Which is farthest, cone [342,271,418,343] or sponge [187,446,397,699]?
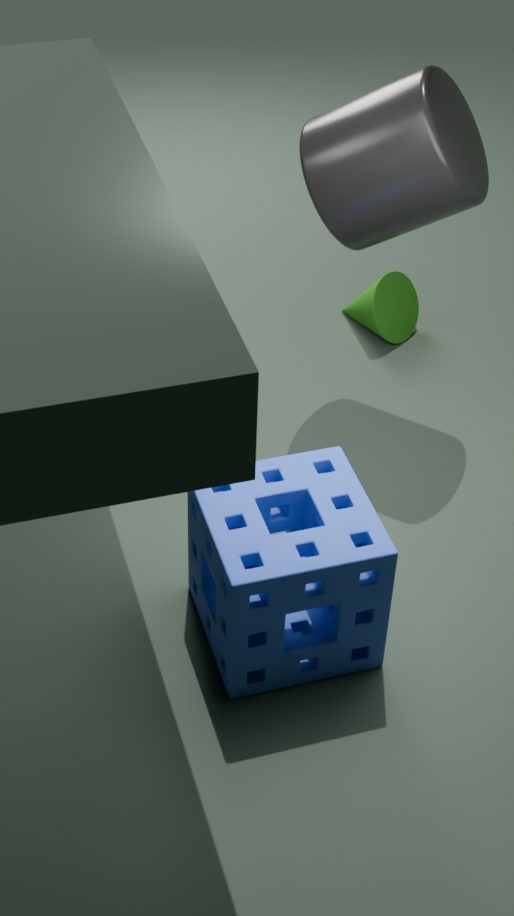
cone [342,271,418,343]
